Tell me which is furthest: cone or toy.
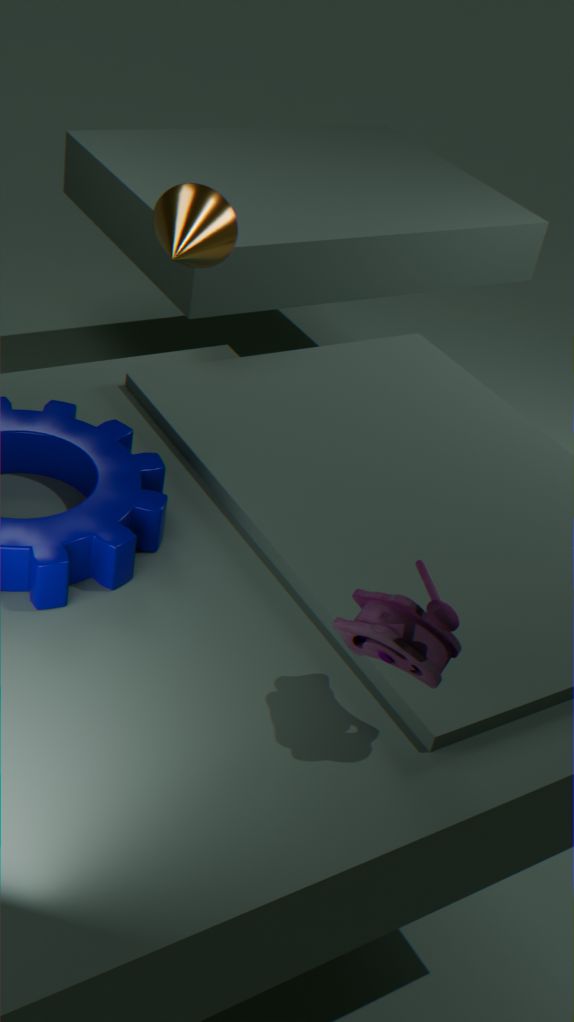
cone
